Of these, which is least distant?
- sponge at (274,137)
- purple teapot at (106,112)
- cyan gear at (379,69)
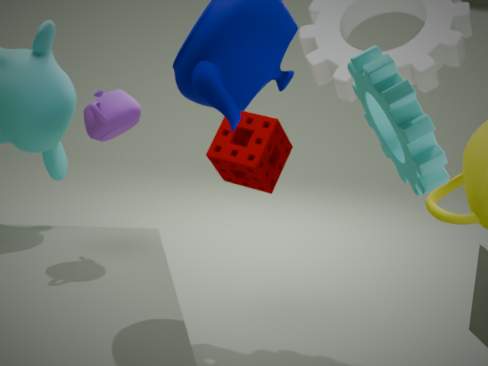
cyan gear at (379,69)
